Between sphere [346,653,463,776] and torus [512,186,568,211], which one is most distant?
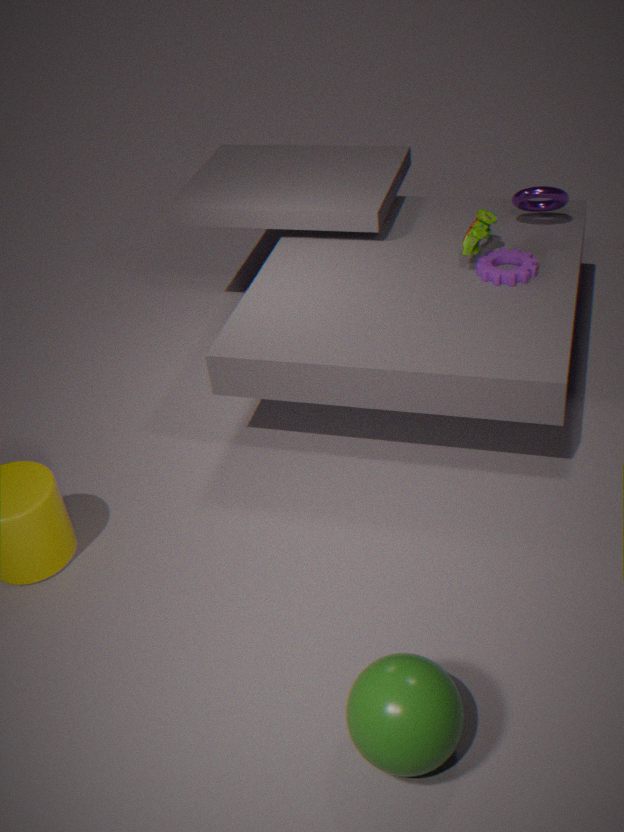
torus [512,186,568,211]
